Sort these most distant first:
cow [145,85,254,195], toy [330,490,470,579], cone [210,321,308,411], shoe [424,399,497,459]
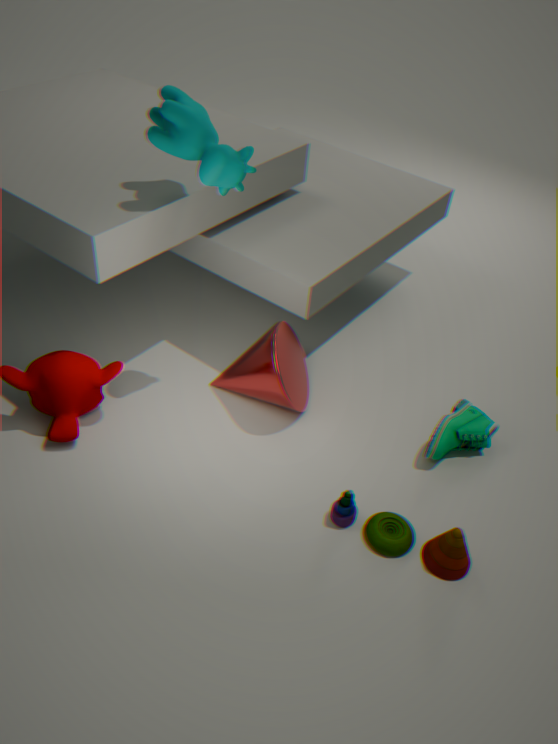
cone [210,321,308,411]
shoe [424,399,497,459]
cow [145,85,254,195]
toy [330,490,470,579]
